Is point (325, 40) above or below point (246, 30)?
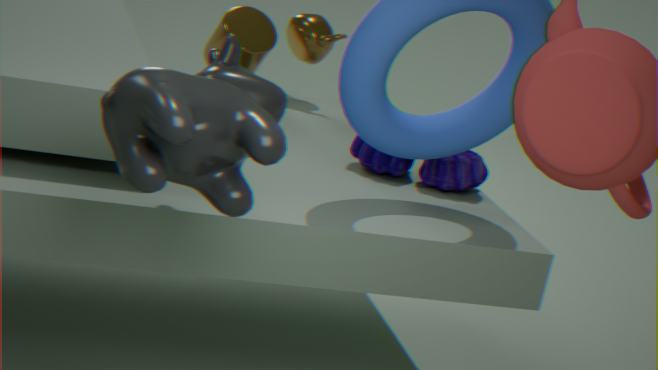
above
